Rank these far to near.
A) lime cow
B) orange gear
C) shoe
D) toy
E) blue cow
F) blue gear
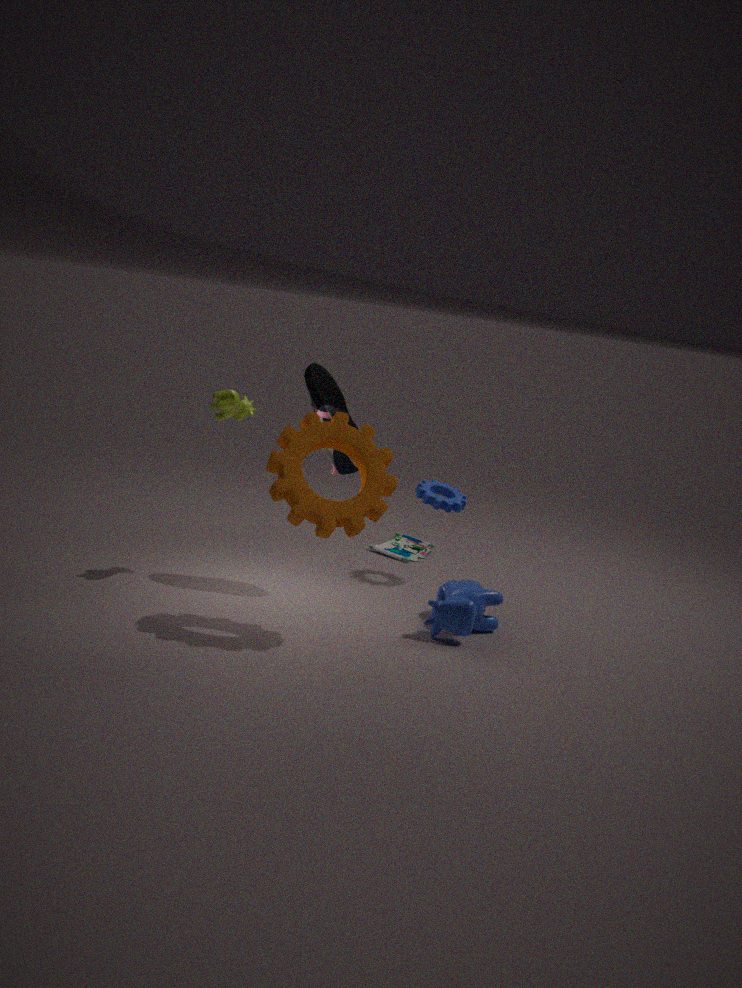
1. toy
2. blue gear
3. shoe
4. lime cow
5. blue cow
6. orange gear
